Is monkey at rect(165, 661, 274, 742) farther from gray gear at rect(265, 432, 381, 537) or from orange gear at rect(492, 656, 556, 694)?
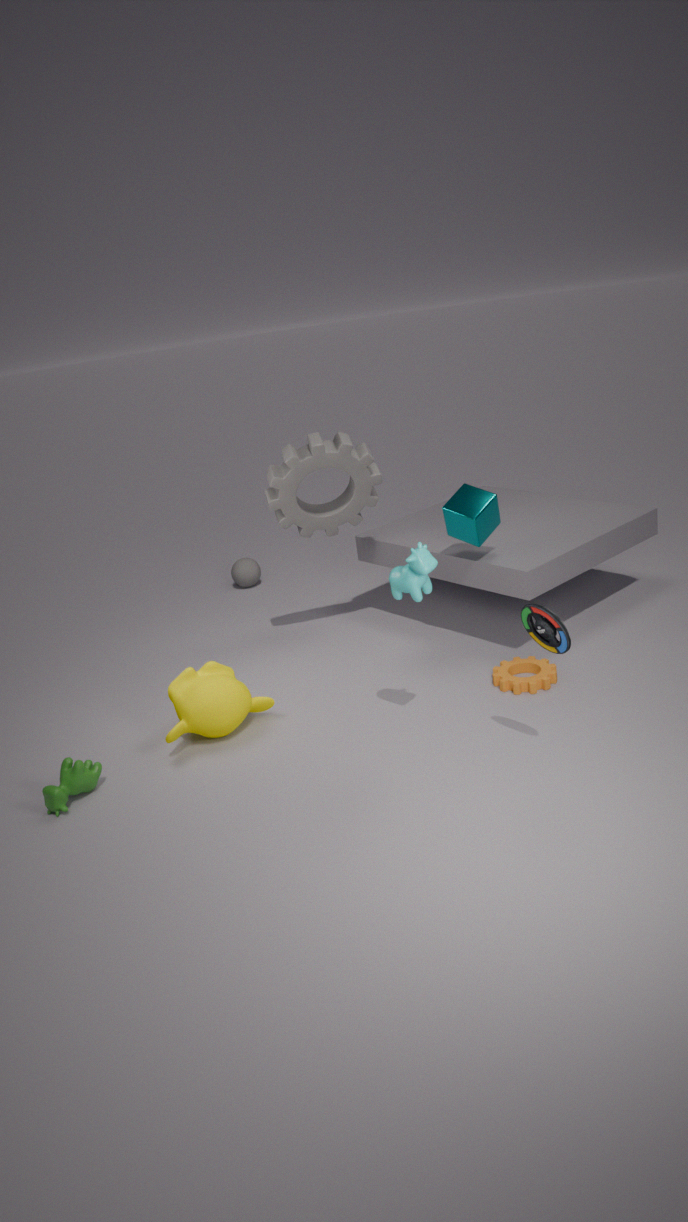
orange gear at rect(492, 656, 556, 694)
